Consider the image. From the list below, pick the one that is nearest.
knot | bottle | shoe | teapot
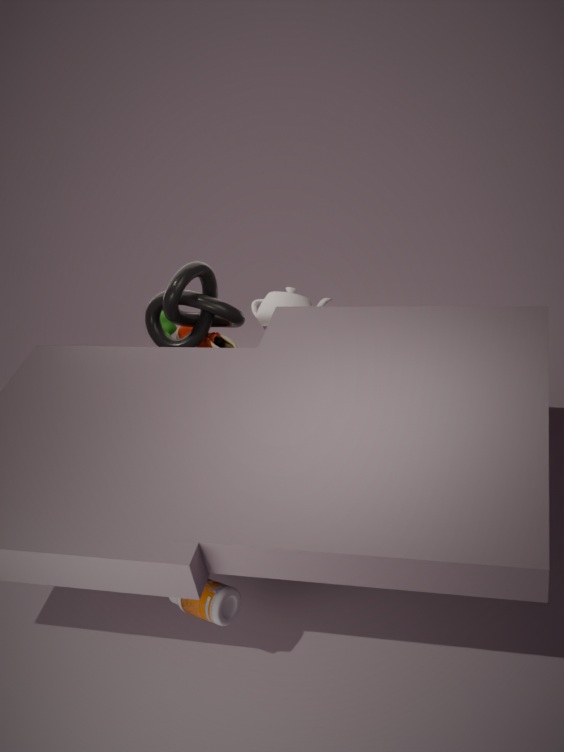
bottle
